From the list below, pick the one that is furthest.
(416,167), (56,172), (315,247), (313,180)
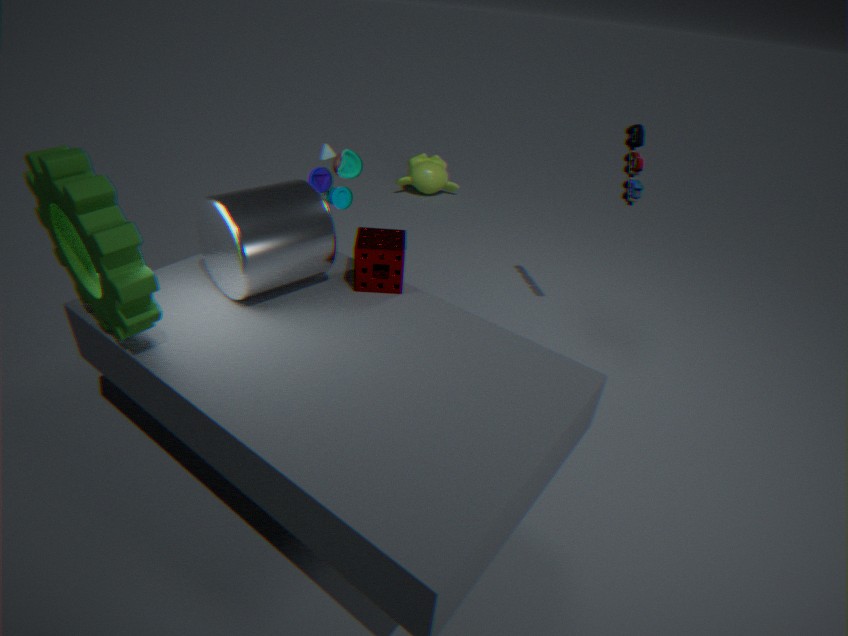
(416,167)
